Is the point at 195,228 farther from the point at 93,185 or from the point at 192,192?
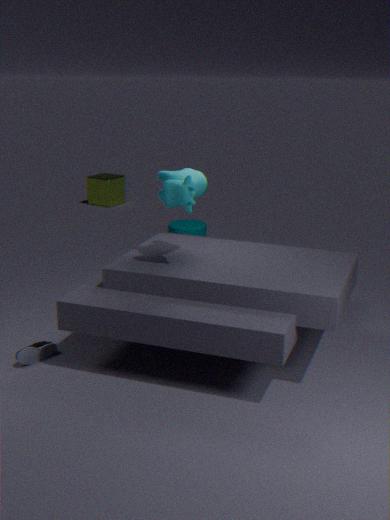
the point at 93,185
